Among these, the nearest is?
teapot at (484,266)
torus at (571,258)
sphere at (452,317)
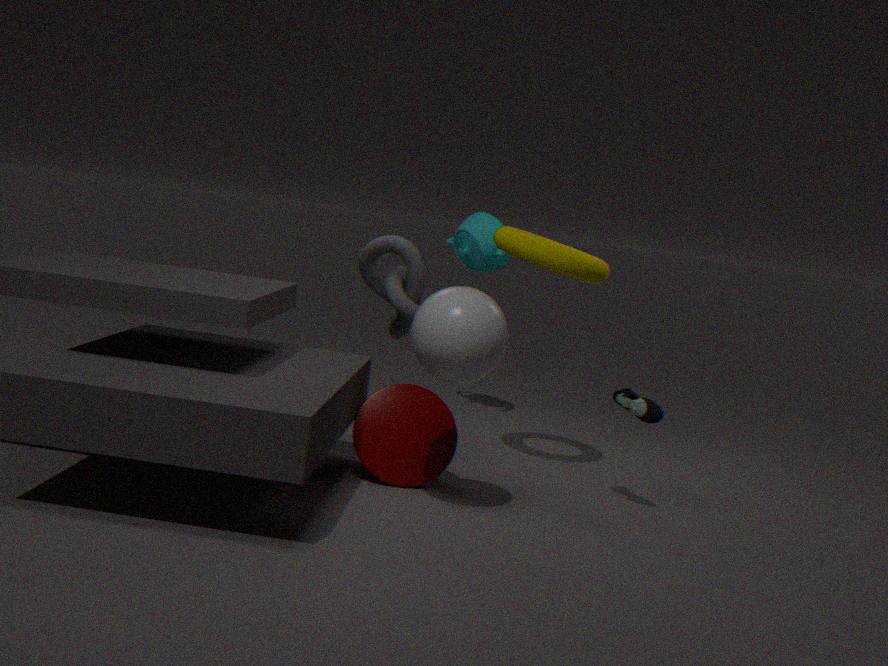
sphere at (452,317)
